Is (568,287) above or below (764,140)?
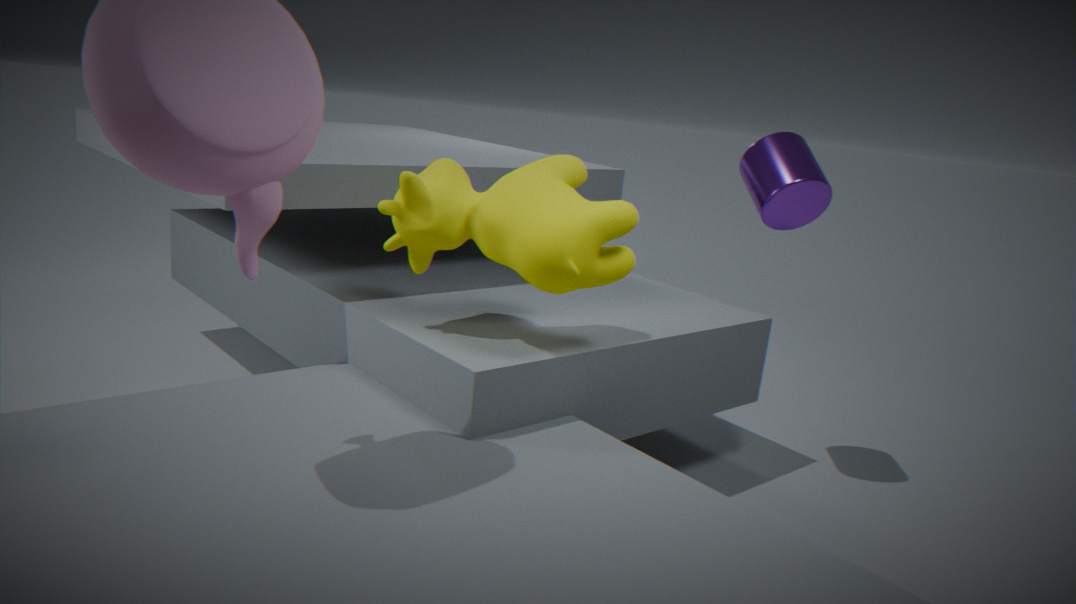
below
